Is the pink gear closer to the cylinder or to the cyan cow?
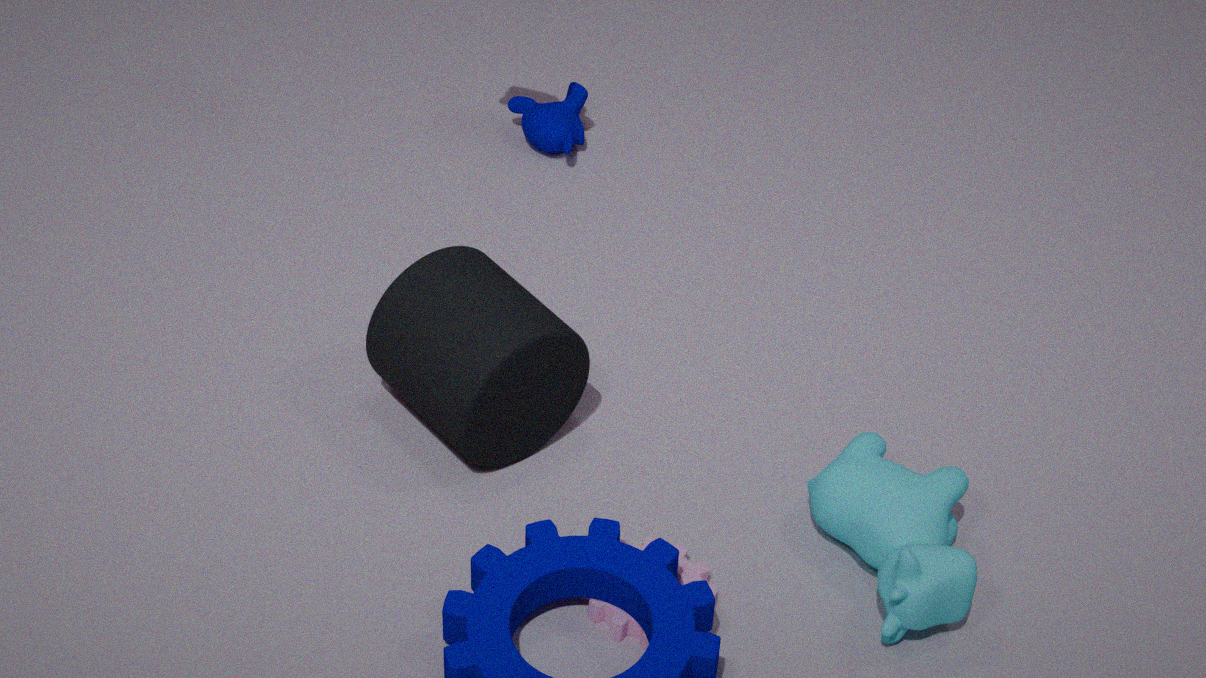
the cyan cow
